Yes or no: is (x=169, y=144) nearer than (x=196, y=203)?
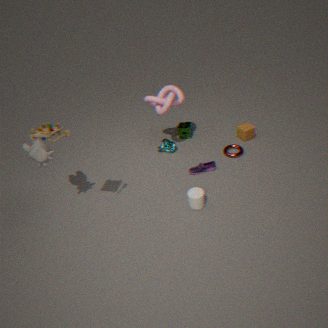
No
